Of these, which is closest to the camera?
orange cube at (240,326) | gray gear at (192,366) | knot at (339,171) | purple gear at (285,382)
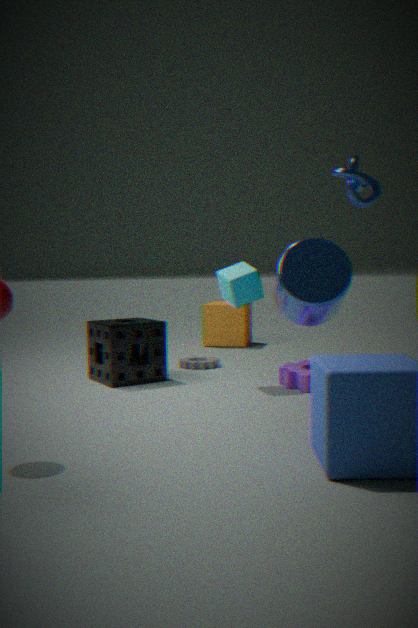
knot at (339,171)
